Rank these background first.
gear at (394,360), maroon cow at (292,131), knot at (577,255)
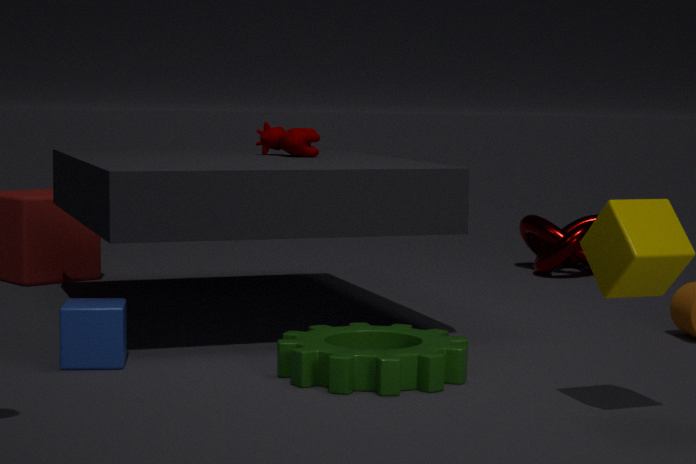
1. knot at (577,255)
2. maroon cow at (292,131)
3. gear at (394,360)
